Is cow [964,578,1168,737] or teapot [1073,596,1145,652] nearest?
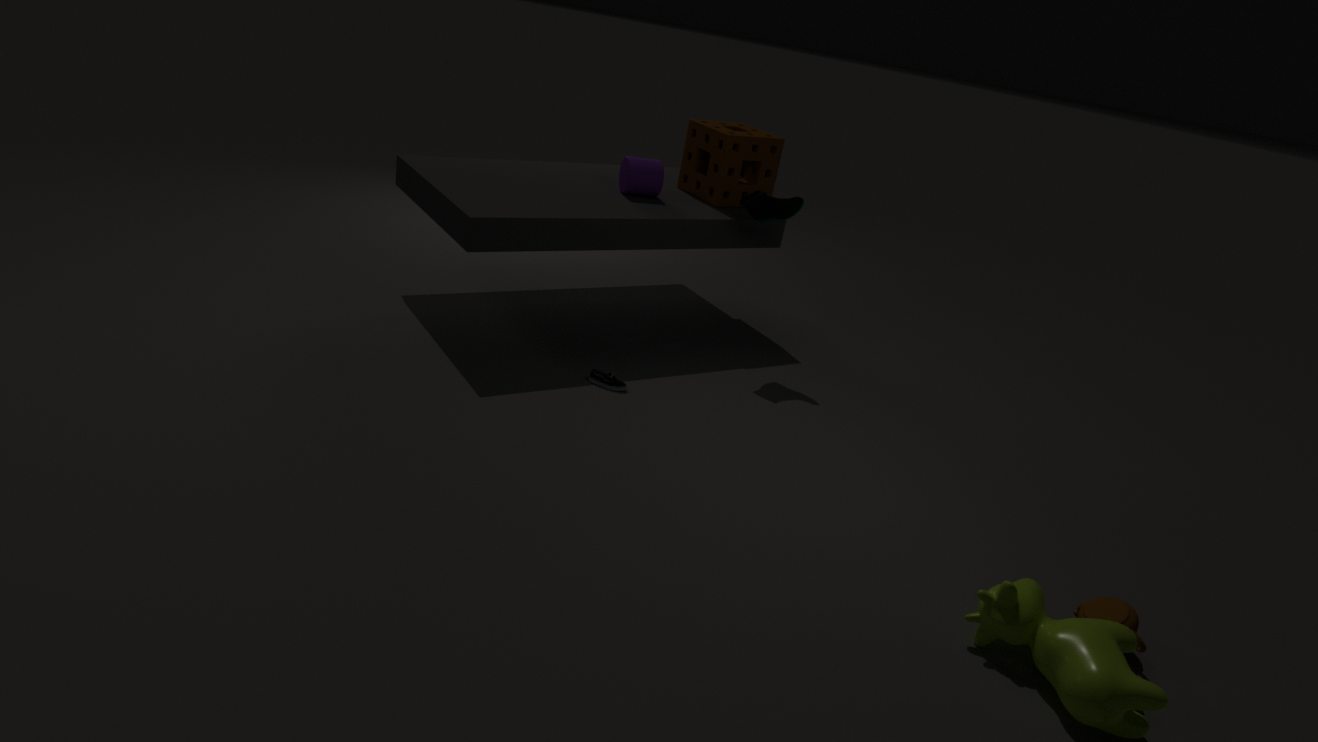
cow [964,578,1168,737]
